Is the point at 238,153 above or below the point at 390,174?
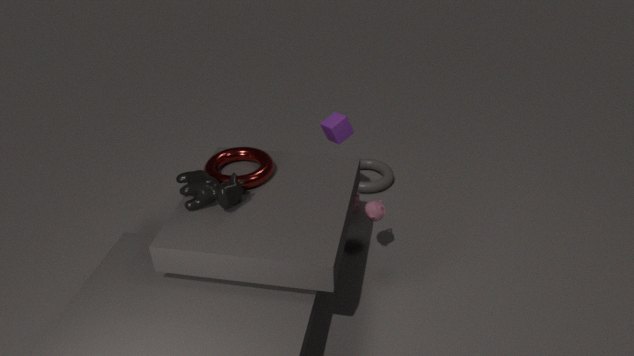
above
